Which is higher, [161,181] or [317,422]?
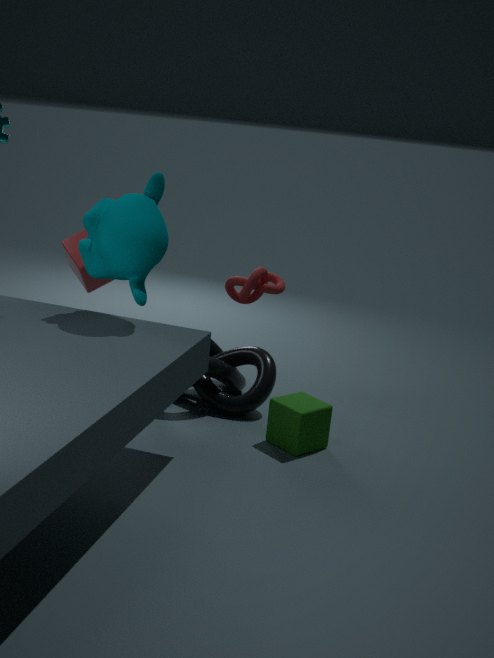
[161,181]
